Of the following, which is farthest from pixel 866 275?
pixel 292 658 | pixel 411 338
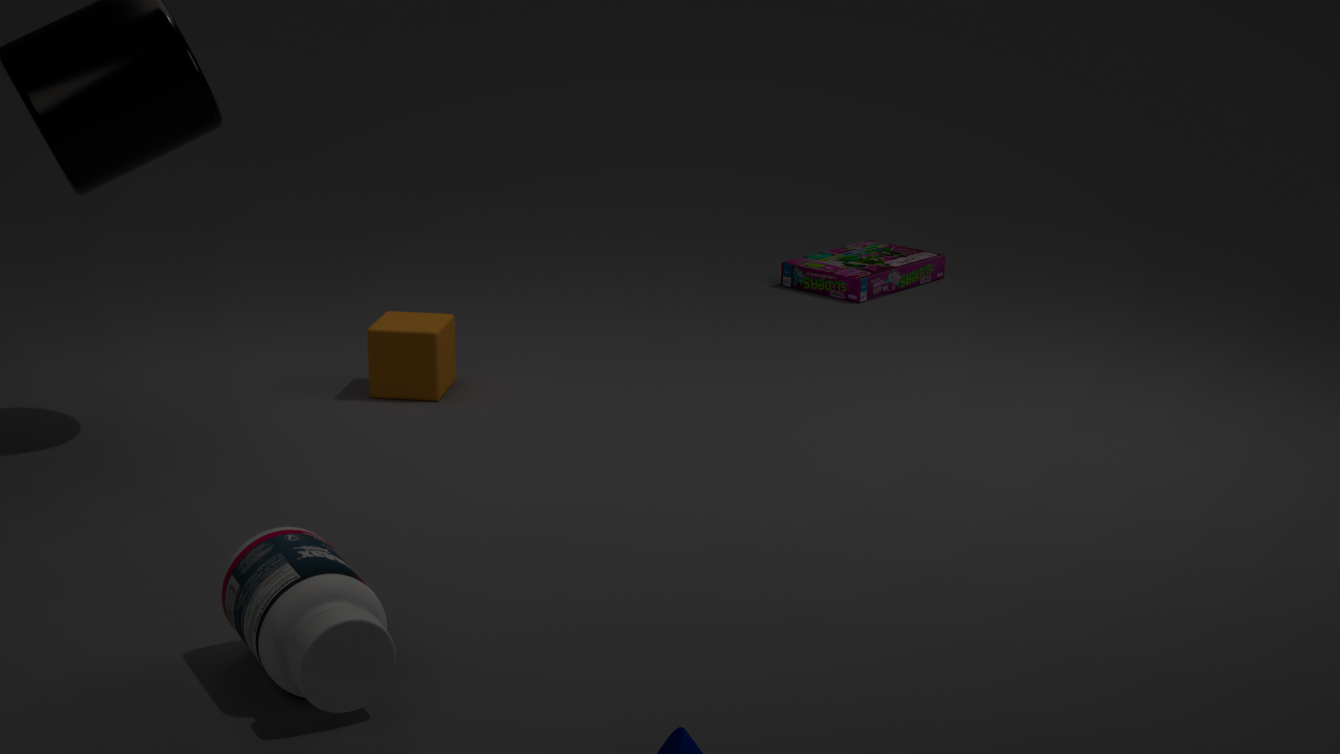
pixel 292 658
